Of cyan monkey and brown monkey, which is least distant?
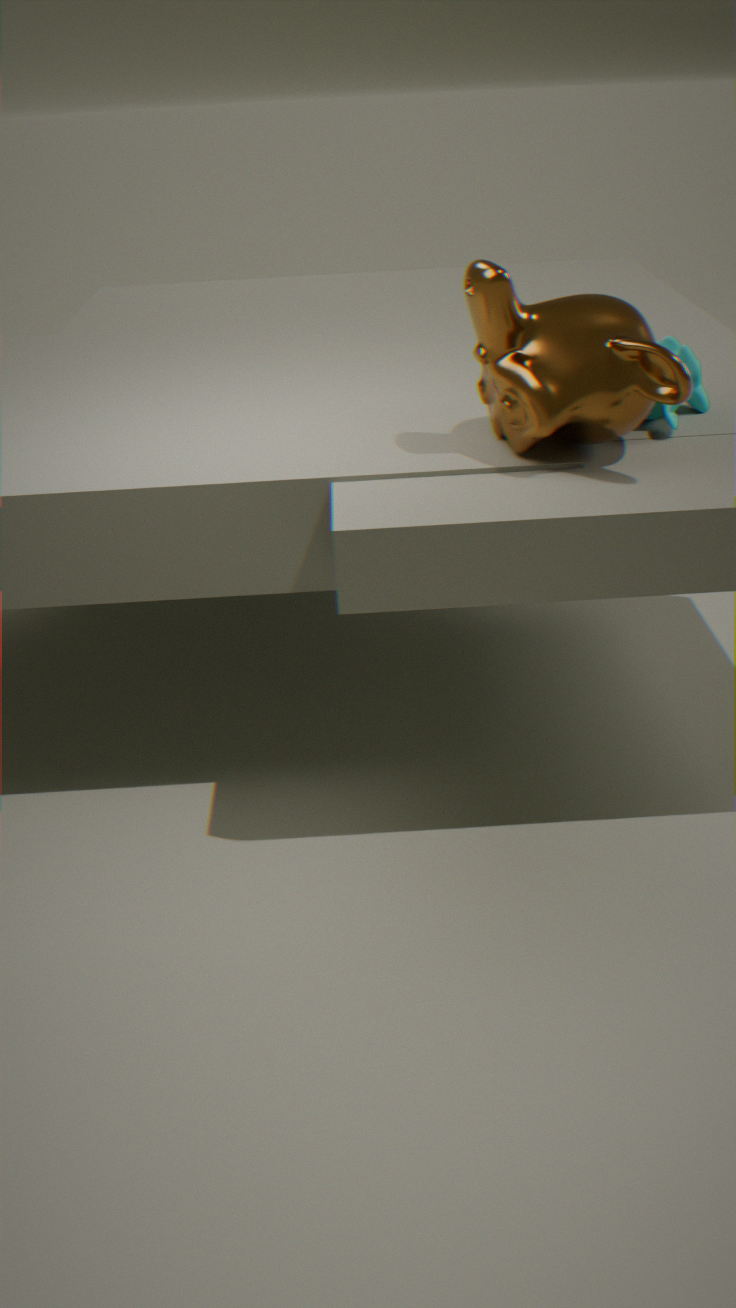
brown monkey
